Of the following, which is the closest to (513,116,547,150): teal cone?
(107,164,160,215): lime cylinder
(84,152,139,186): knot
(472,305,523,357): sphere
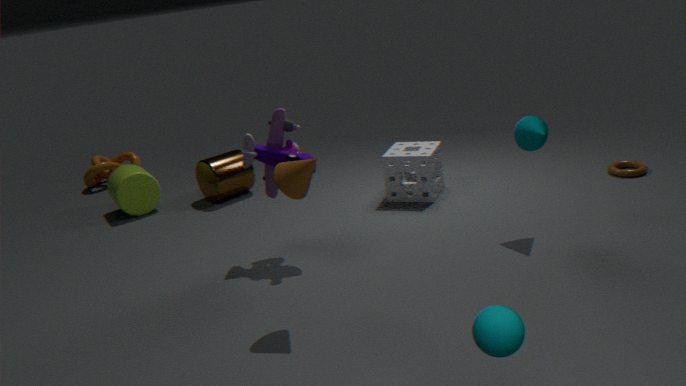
(472,305,523,357): sphere
